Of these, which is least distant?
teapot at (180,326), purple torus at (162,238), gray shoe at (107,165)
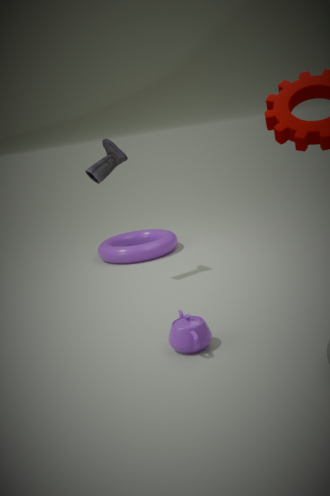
teapot at (180,326)
